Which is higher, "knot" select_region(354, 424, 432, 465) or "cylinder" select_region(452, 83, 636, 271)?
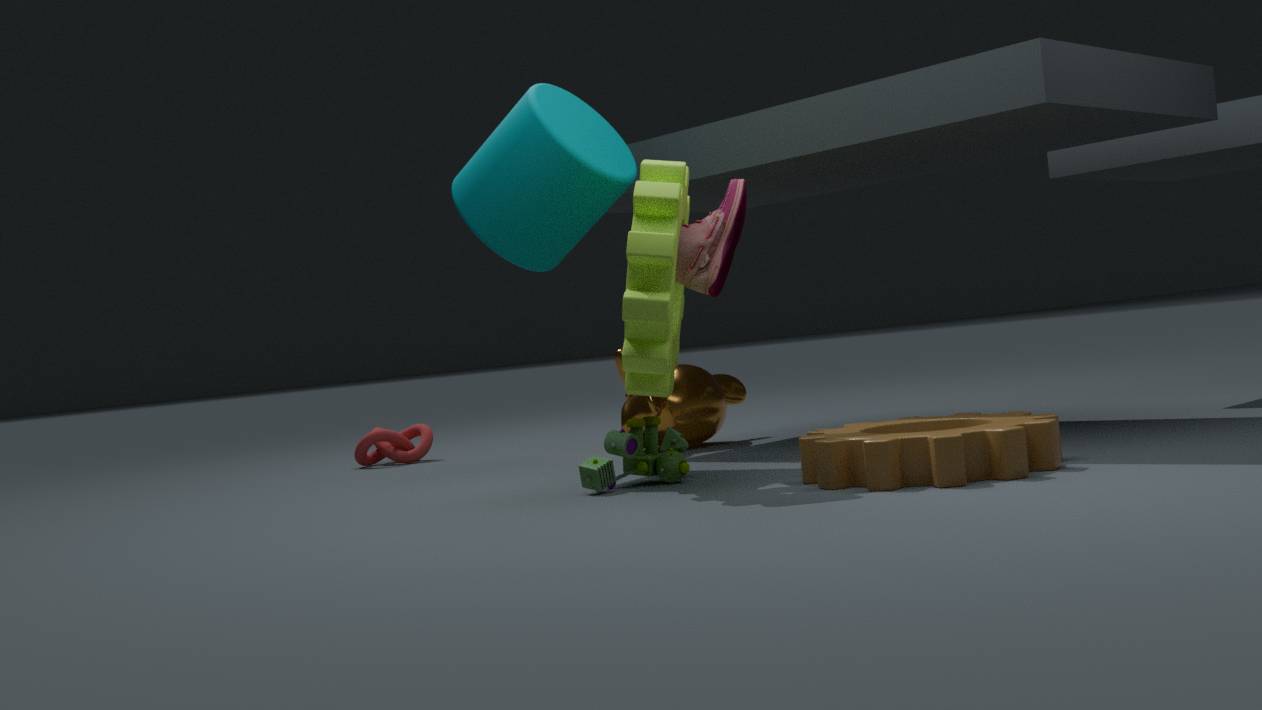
"cylinder" select_region(452, 83, 636, 271)
